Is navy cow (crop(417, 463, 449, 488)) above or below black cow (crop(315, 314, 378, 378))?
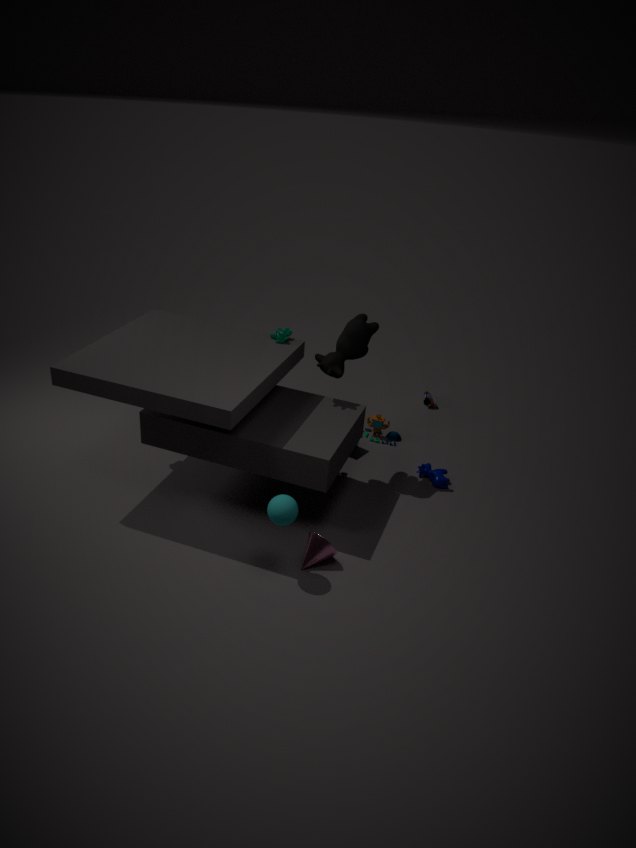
below
